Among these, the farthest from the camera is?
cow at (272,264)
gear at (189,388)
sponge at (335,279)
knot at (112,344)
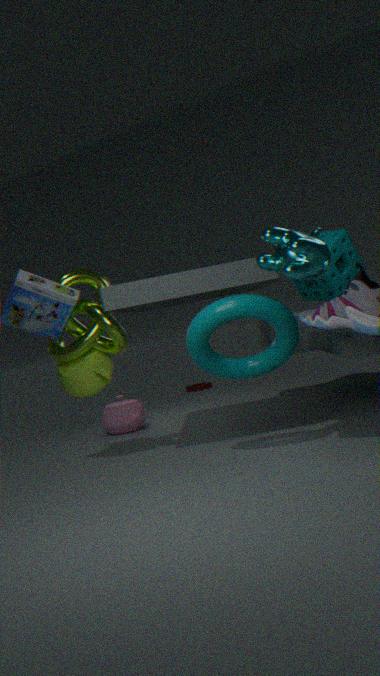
gear at (189,388)
